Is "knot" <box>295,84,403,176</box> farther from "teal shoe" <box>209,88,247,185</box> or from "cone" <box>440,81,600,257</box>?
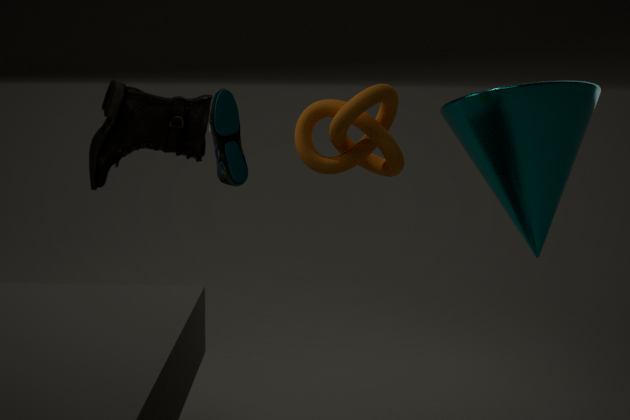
"cone" <box>440,81,600,257</box>
